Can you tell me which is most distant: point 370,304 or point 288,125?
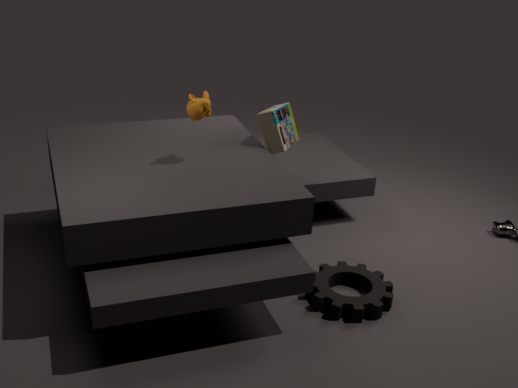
point 288,125
